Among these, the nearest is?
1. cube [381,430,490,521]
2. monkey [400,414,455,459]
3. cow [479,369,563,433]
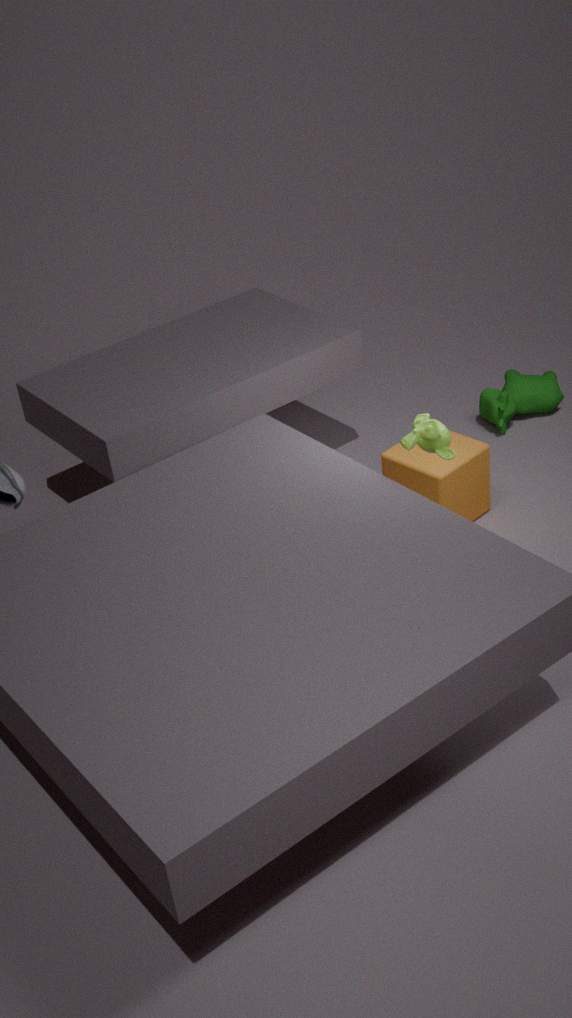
monkey [400,414,455,459]
